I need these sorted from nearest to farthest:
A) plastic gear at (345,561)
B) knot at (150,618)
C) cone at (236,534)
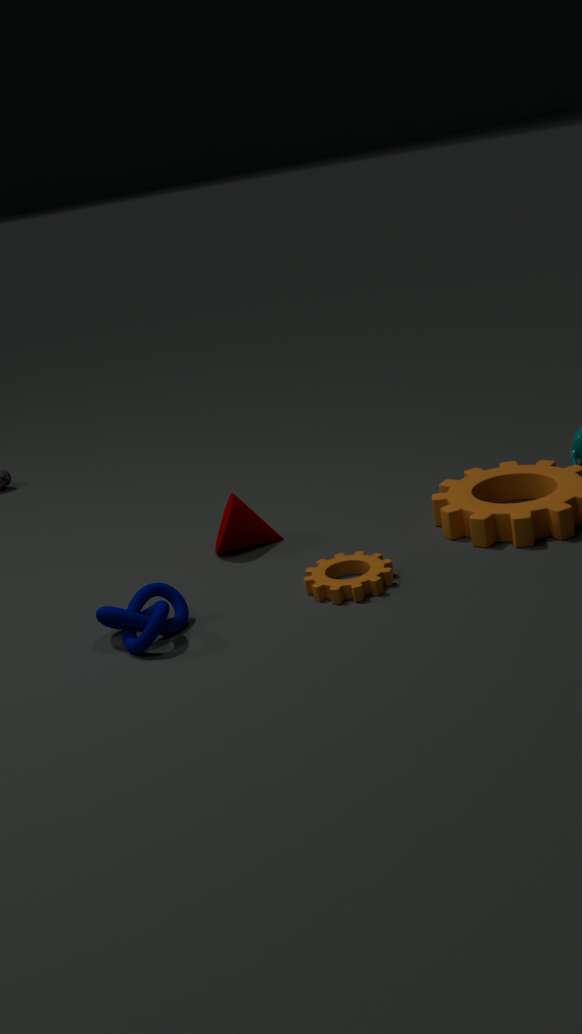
knot at (150,618)
plastic gear at (345,561)
cone at (236,534)
